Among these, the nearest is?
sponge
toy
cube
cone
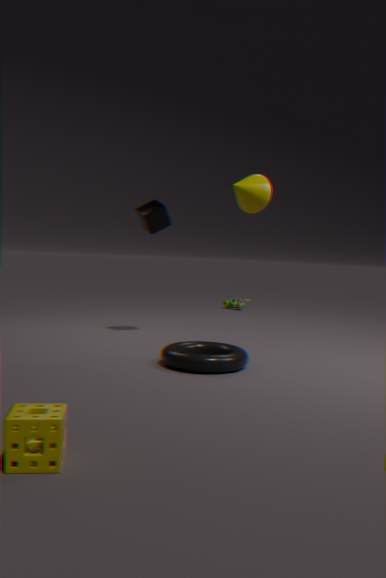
sponge
